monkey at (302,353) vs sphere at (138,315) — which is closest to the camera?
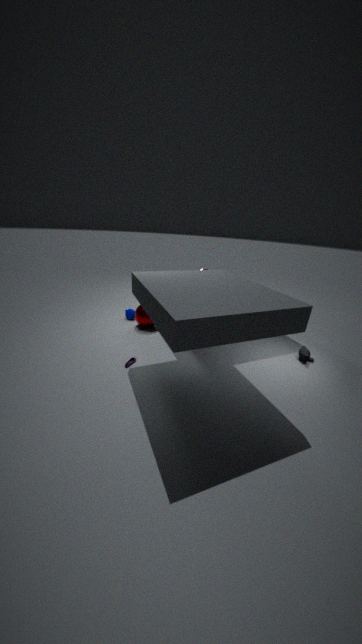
monkey at (302,353)
